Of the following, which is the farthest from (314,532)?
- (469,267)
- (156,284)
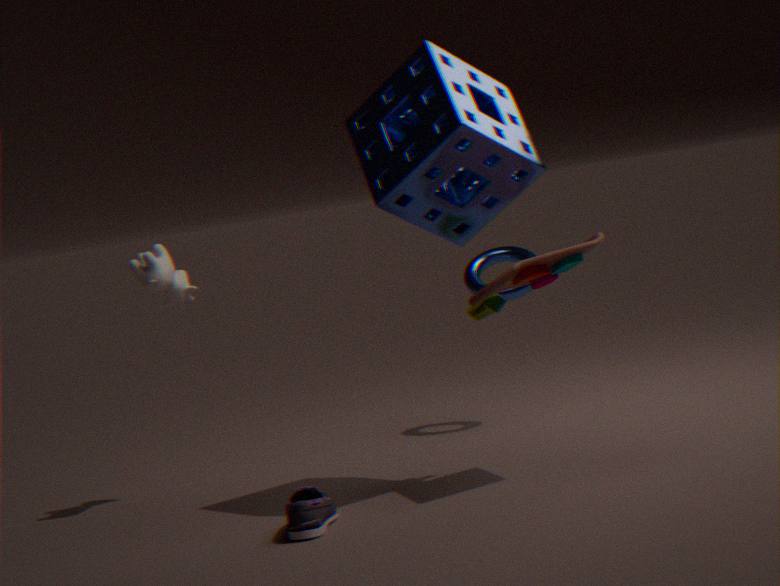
(469,267)
